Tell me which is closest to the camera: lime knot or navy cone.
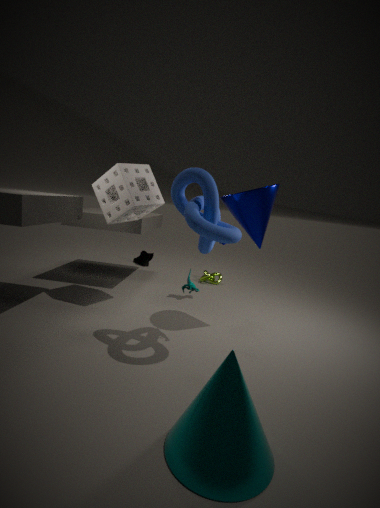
navy cone
